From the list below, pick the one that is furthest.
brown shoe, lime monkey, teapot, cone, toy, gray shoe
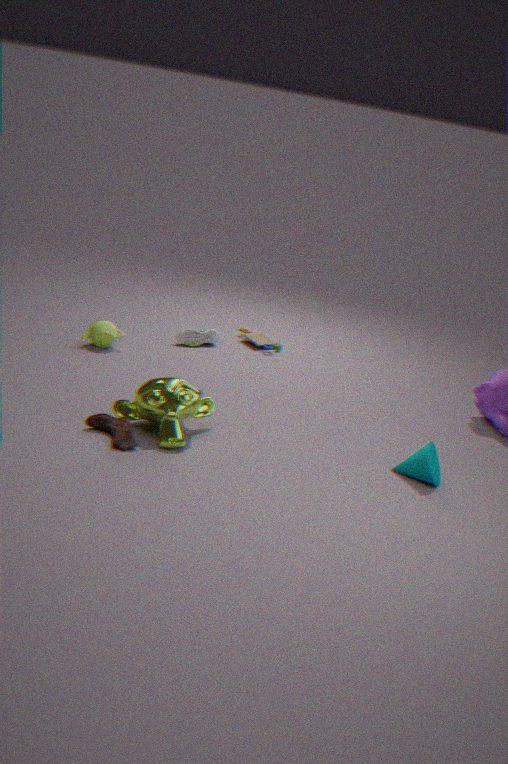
toy
